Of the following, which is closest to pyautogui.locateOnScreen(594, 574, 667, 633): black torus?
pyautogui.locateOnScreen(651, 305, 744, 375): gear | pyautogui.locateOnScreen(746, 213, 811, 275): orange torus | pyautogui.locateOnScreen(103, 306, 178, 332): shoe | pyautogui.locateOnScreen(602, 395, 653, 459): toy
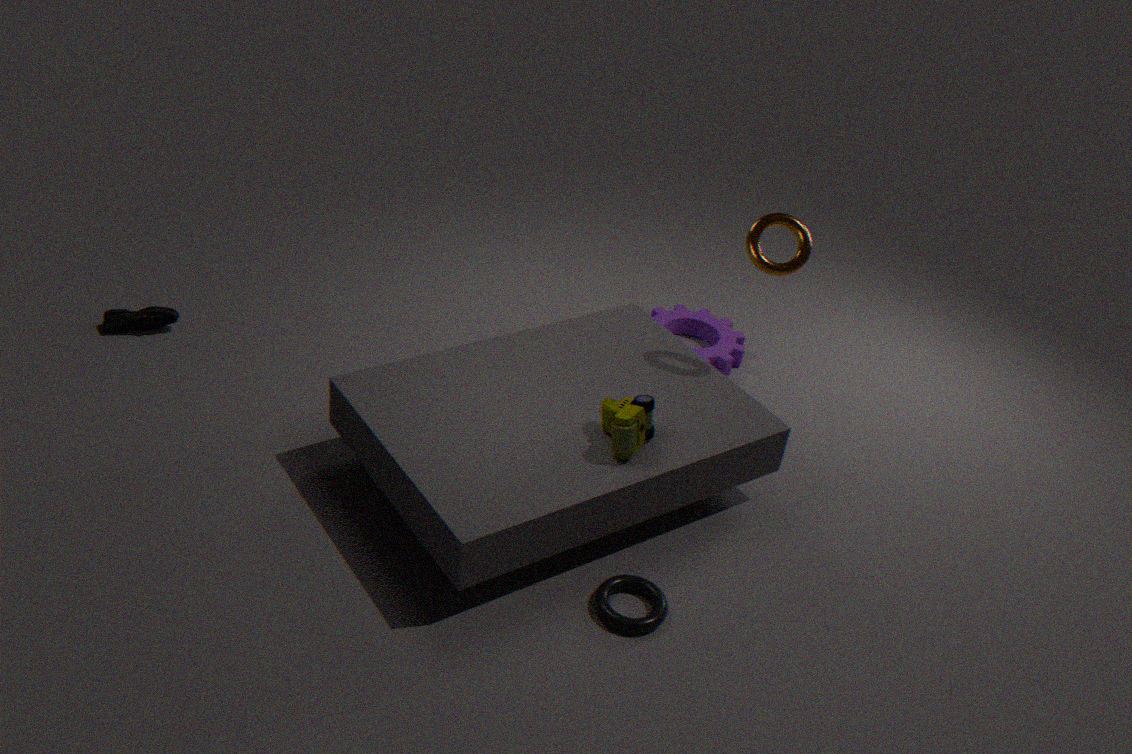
pyautogui.locateOnScreen(602, 395, 653, 459): toy
